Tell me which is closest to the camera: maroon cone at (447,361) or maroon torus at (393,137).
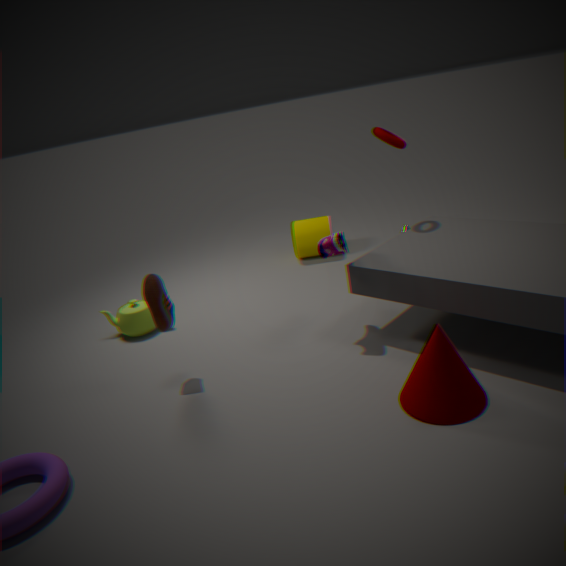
maroon cone at (447,361)
